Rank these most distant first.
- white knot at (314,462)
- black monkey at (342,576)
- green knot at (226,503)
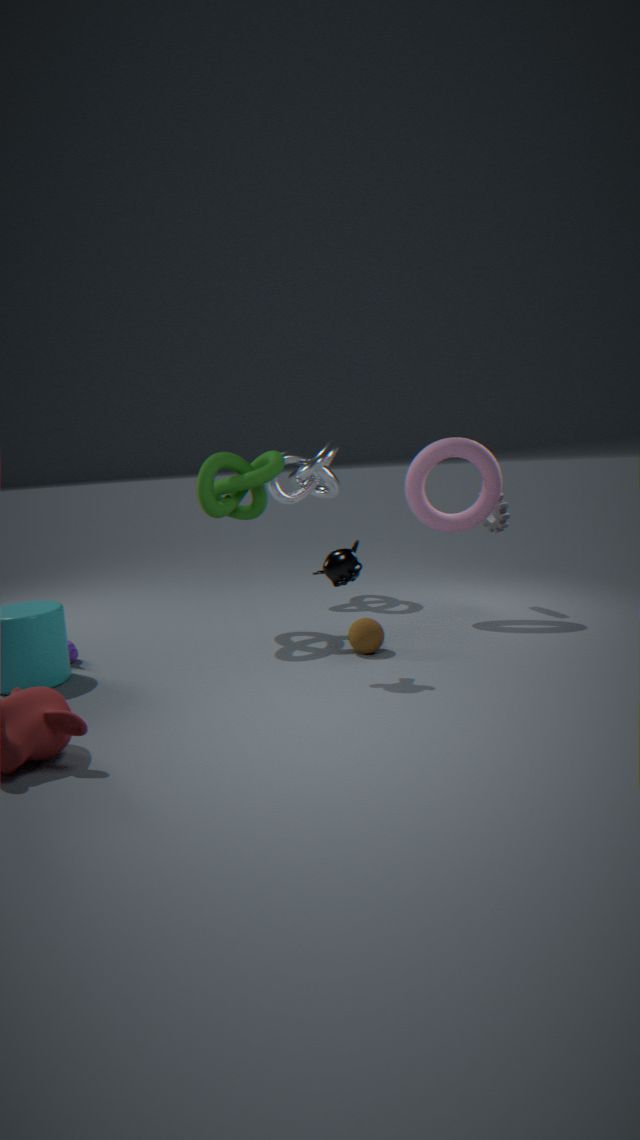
white knot at (314,462) → green knot at (226,503) → black monkey at (342,576)
